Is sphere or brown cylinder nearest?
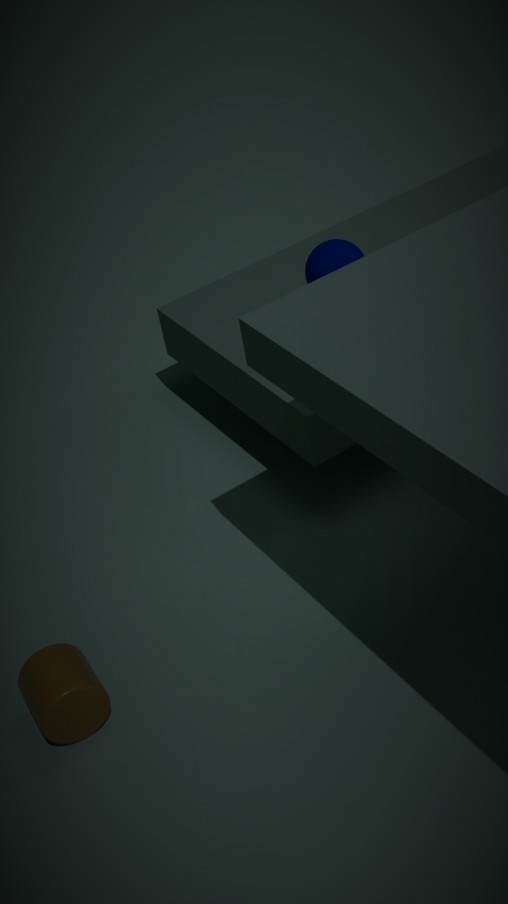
brown cylinder
